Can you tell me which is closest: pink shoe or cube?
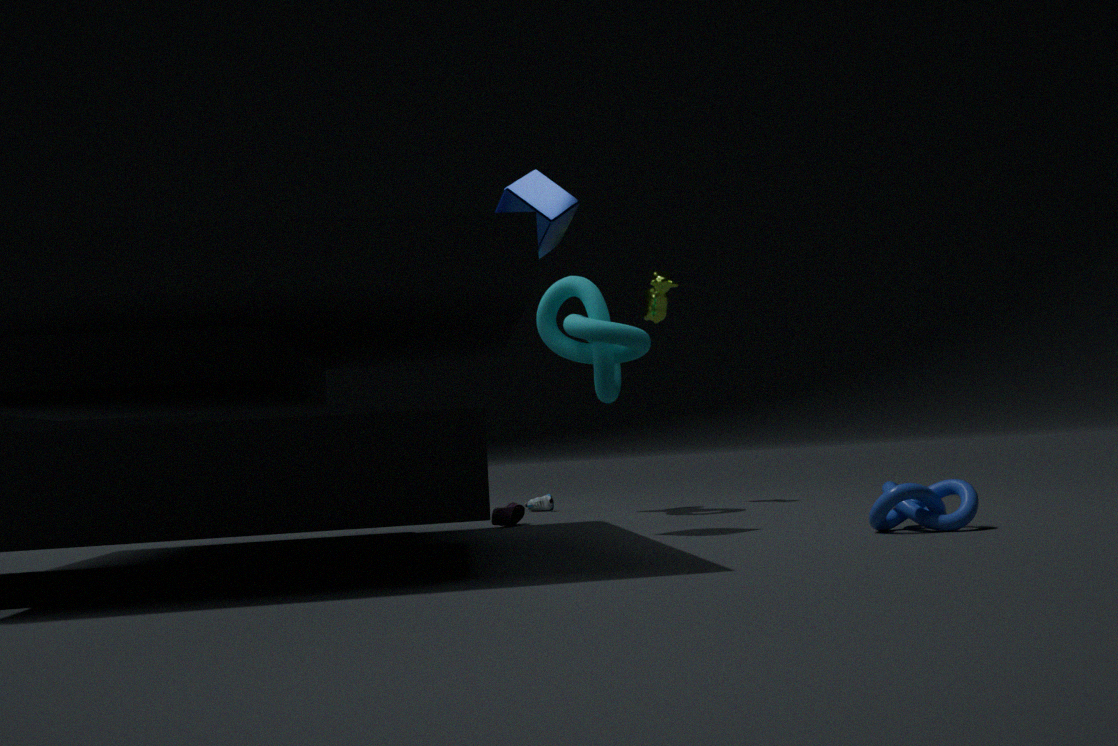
cube
